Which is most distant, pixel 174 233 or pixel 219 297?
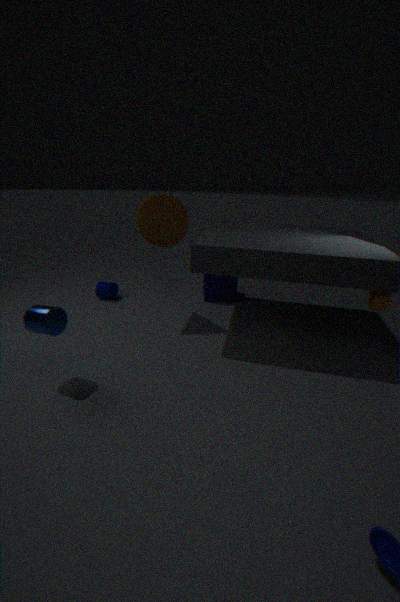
pixel 219 297
